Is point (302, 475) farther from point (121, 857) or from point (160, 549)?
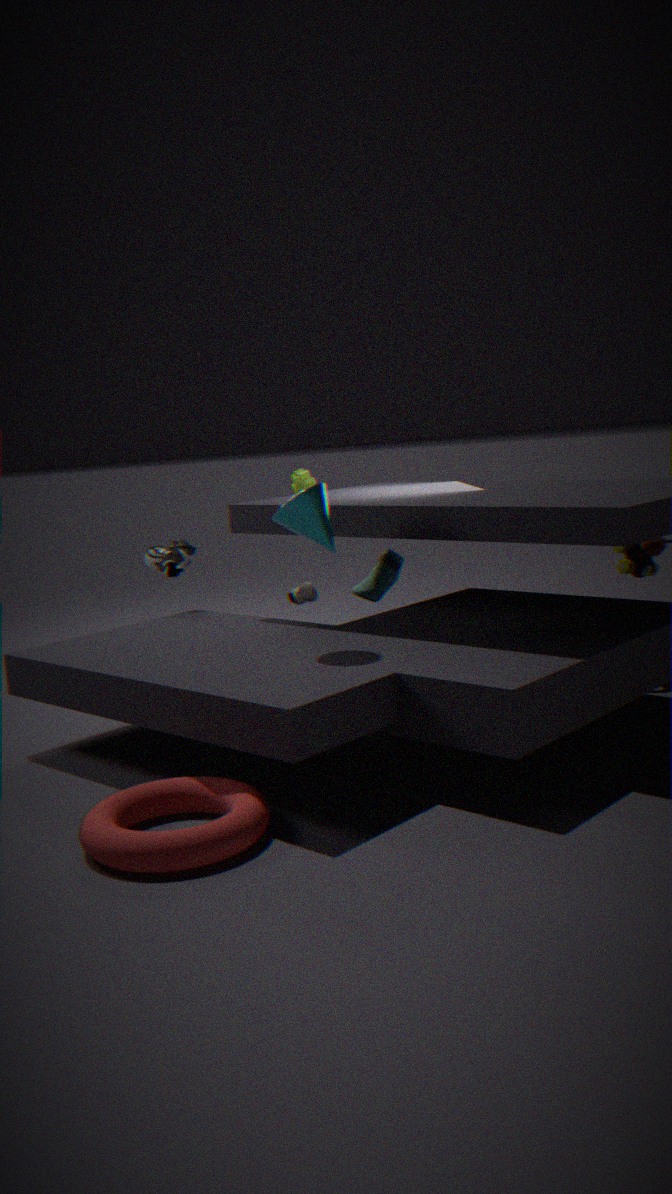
point (121, 857)
